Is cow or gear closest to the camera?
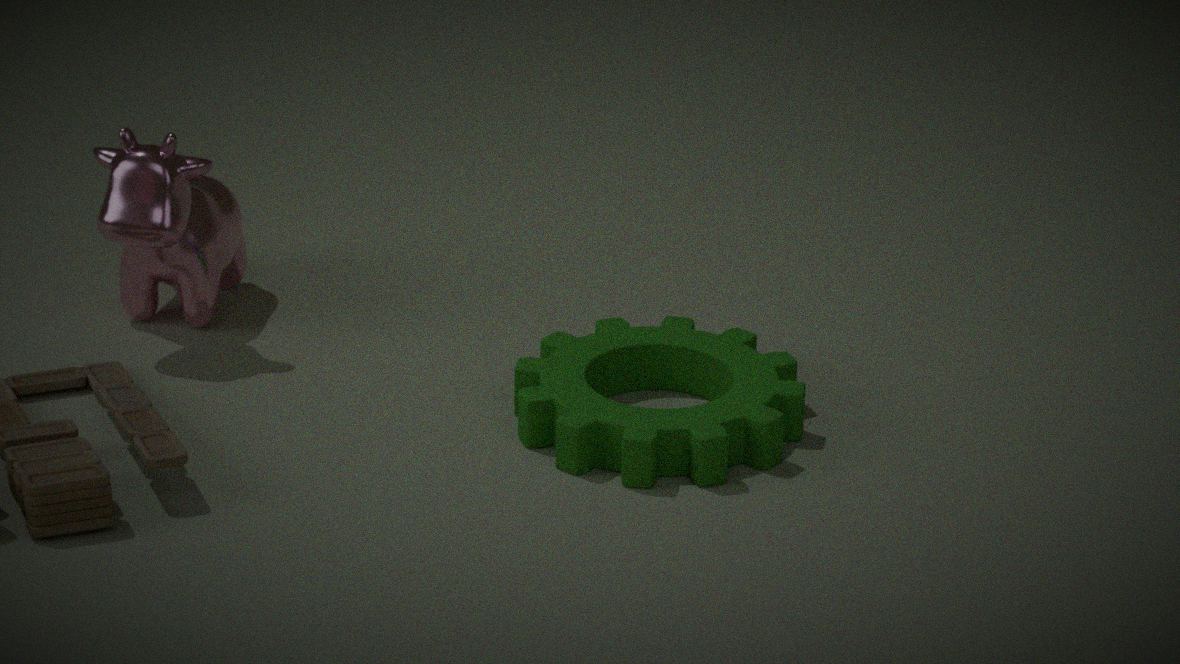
gear
